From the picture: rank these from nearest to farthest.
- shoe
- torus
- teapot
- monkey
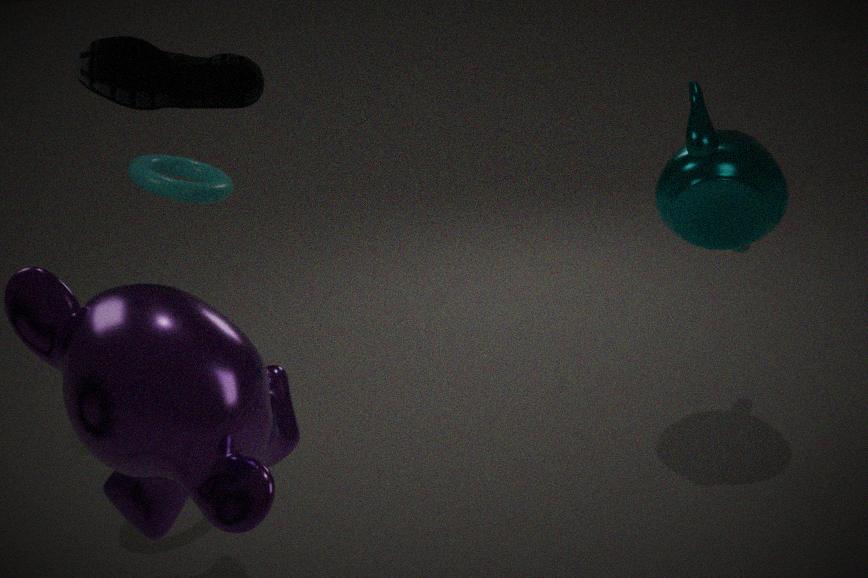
monkey, shoe, teapot, torus
